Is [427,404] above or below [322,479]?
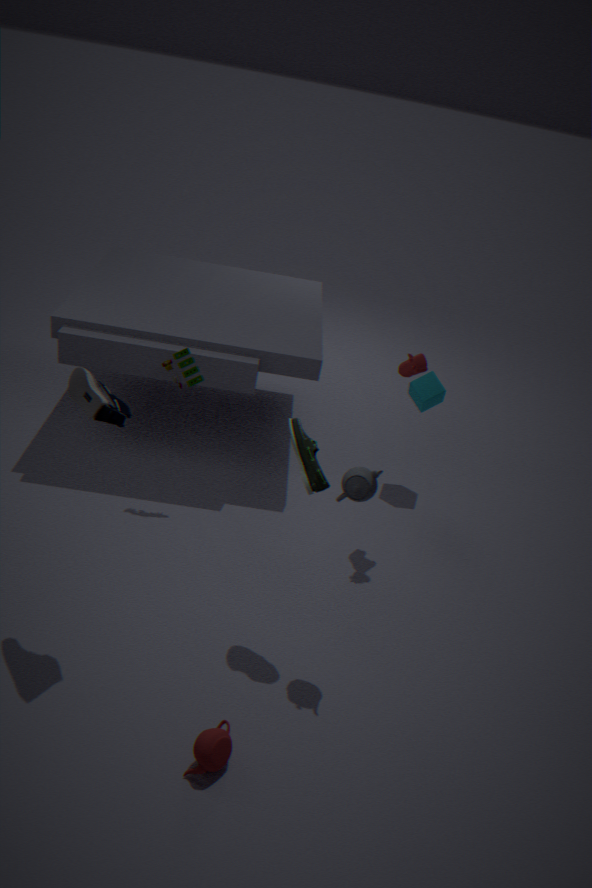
below
